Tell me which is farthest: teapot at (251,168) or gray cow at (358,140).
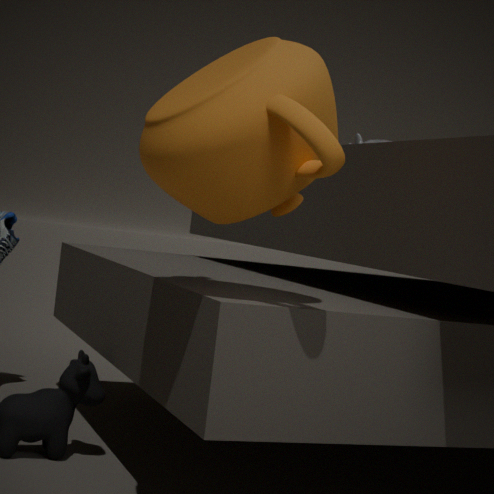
gray cow at (358,140)
